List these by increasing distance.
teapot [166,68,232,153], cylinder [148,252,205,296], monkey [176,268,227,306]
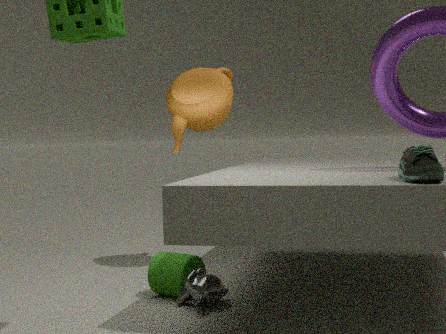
monkey [176,268,227,306] → cylinder [148,252,205,296] → teapot [166,68,232,153]
